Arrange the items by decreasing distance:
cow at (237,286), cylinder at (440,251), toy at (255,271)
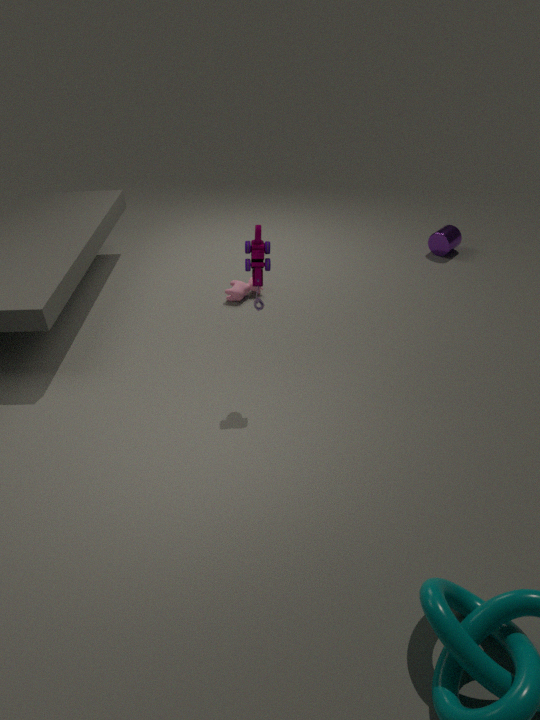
cylinder at (440,251), cow at (237,286), toy at (255,271)
